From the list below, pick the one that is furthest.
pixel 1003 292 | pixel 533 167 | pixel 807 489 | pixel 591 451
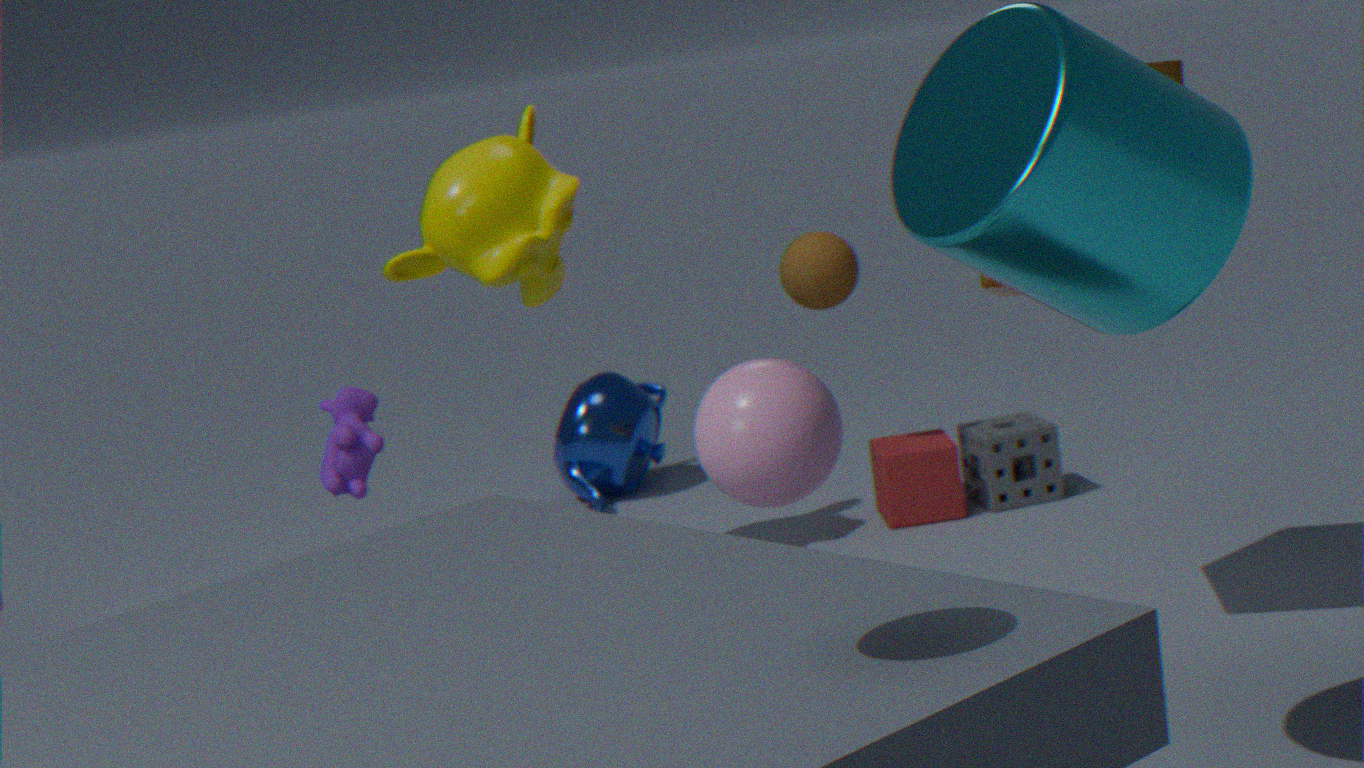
pixel 591 451
